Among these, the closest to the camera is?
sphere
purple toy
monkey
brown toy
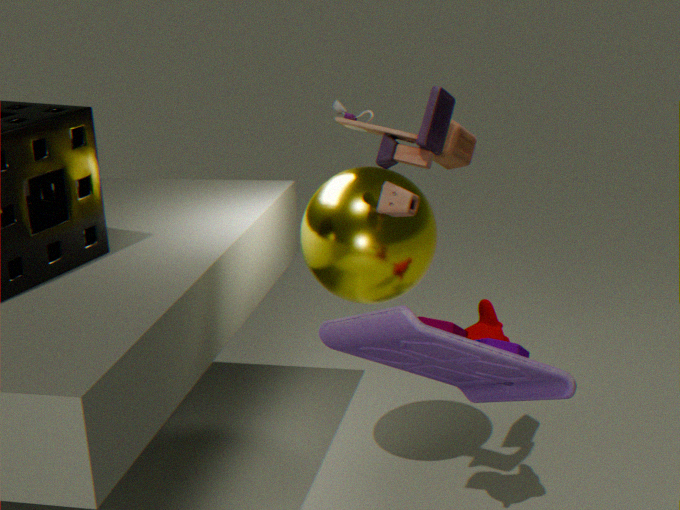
purple toy
